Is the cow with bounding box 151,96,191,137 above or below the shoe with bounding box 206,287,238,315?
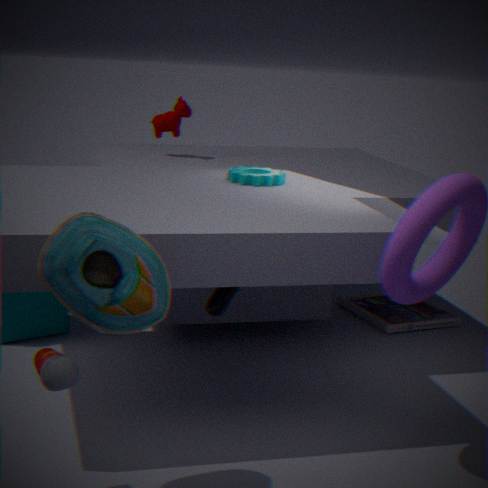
above
